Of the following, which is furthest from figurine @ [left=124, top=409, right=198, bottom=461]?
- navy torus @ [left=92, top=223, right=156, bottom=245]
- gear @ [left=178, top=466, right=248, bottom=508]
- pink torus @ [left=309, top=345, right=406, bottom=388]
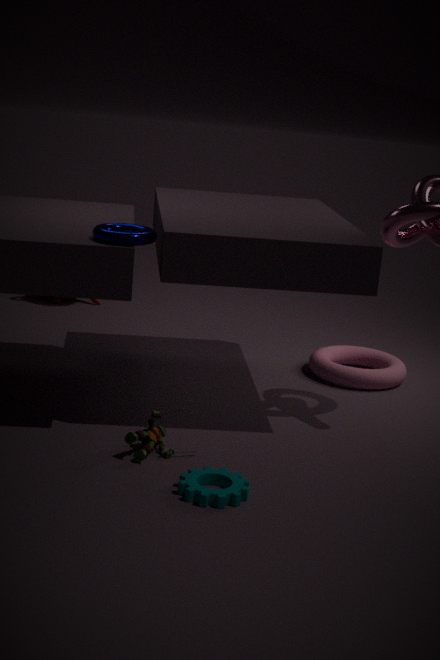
pink torus @ [left=309, top=345, right=406, bottom=388]
